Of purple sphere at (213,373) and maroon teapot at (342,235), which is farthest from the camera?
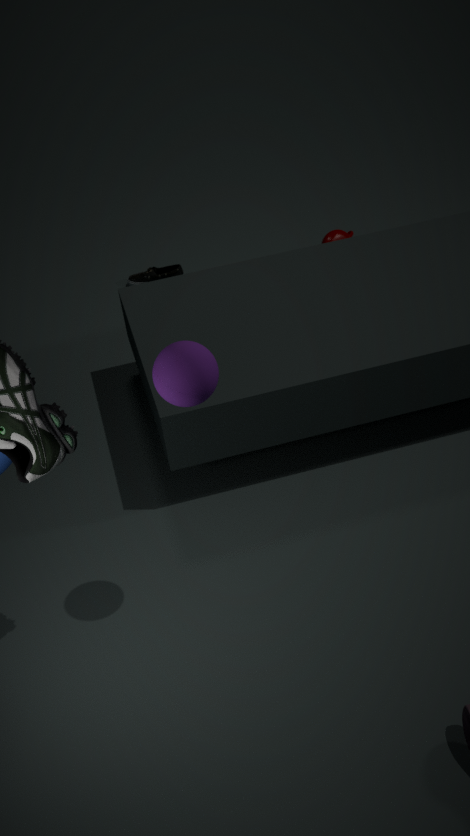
maroon teapot at (342,235)
